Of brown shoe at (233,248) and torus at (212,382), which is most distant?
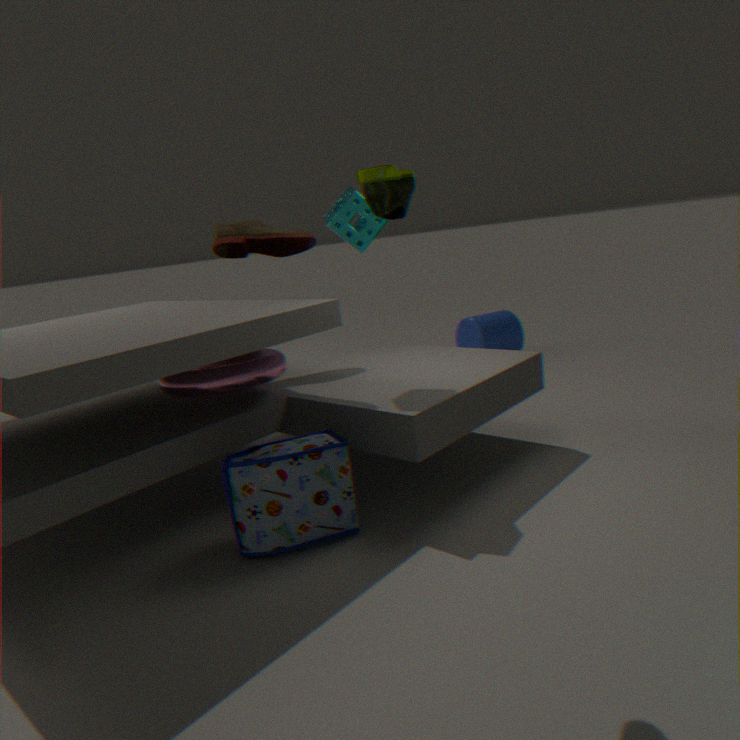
brown shoe at (233,248)
